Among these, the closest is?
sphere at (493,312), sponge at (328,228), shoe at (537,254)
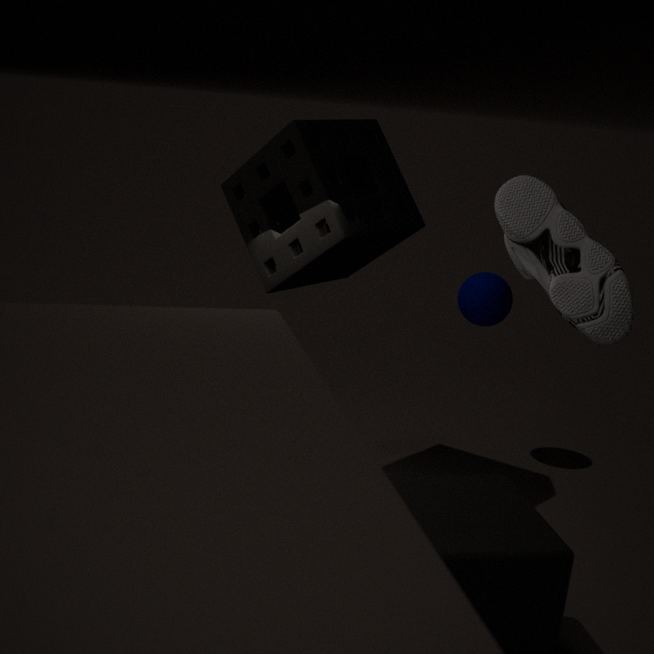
shoe at (537,254)
